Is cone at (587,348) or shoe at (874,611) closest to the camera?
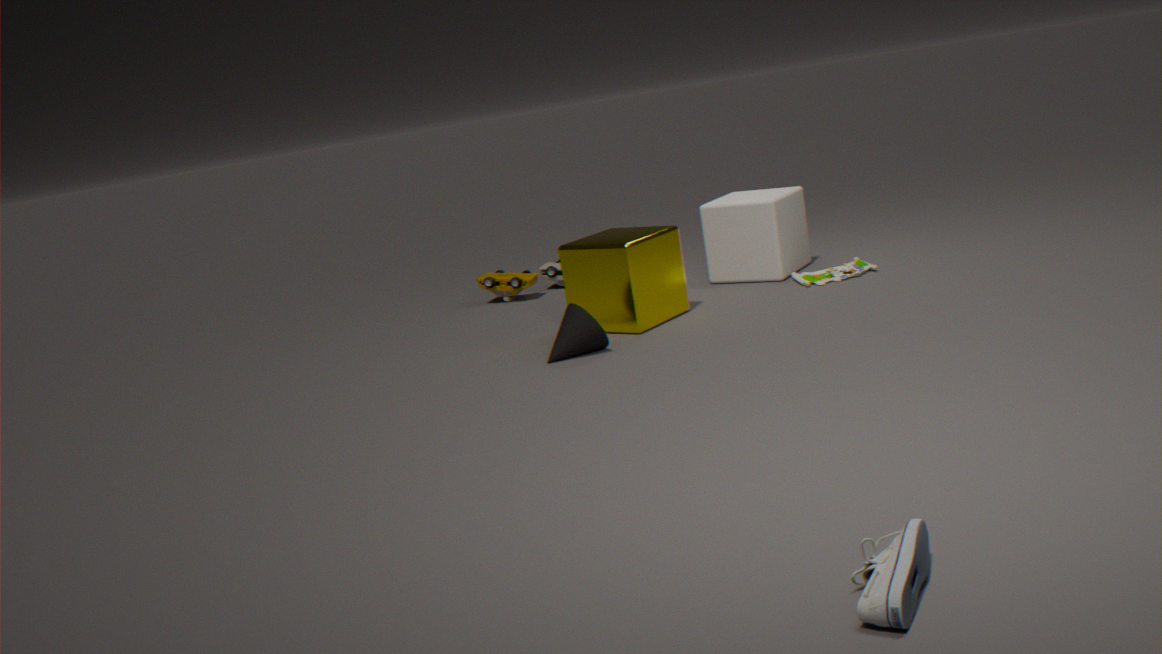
shoe at (874,611)
